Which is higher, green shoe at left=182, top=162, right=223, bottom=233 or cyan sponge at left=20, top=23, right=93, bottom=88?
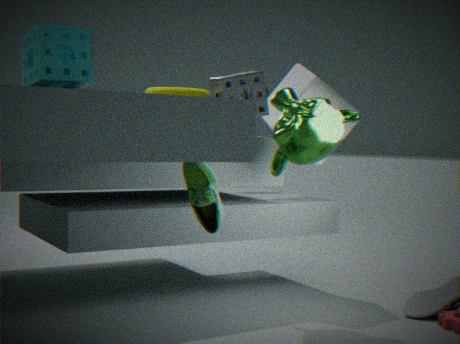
cyan sponge at left=20, top=23, right=93, bottom=88
